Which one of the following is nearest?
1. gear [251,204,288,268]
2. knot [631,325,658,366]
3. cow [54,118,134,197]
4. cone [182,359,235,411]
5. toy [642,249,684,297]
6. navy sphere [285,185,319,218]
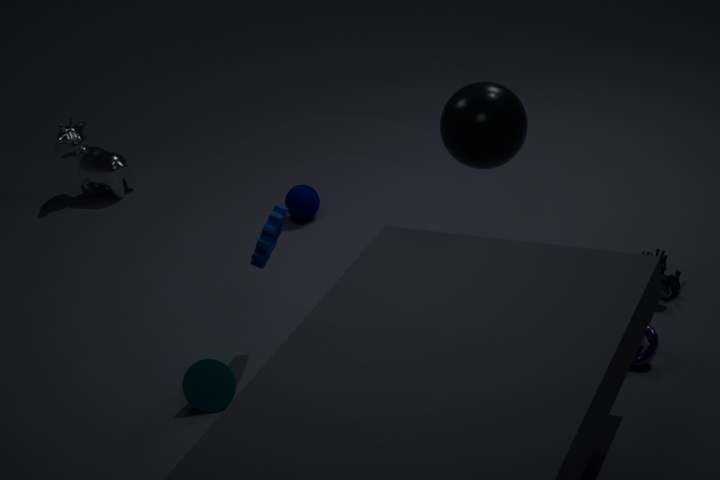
knot [631,325,658,366]
